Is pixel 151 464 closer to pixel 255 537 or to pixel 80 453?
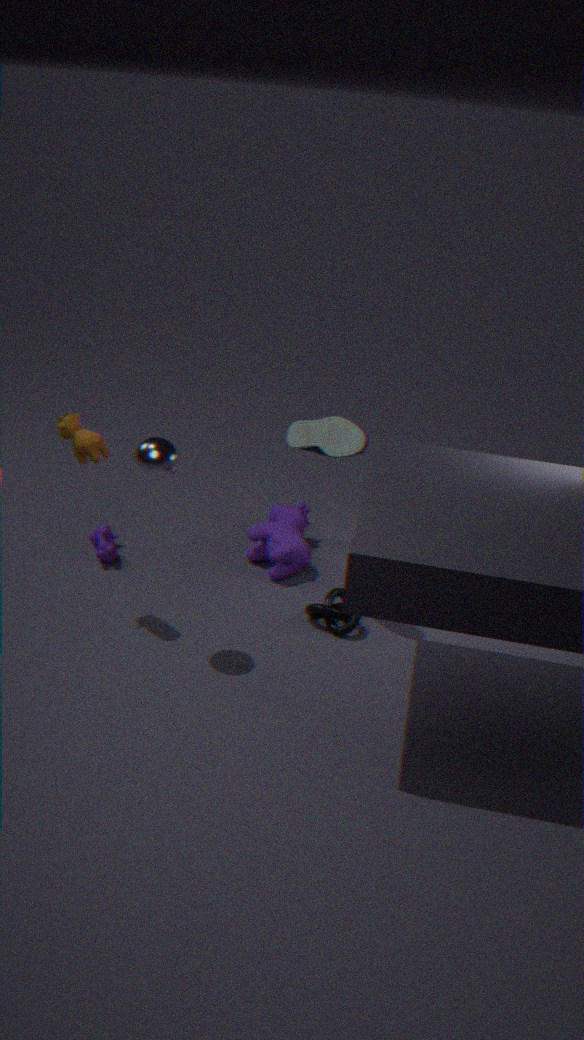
pixel 80 453
